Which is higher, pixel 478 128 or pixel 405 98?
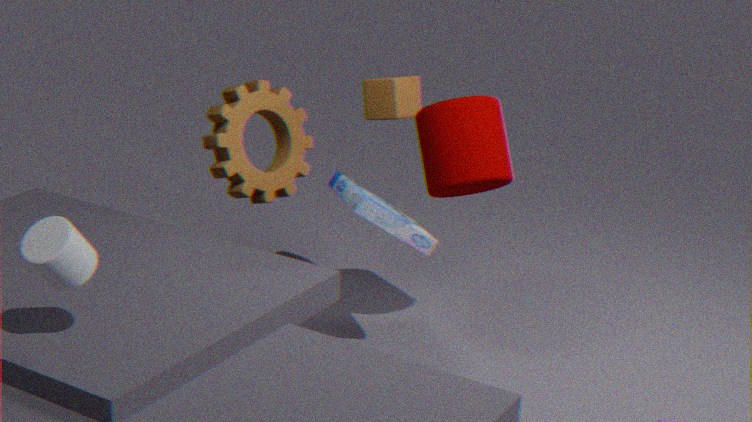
pixel 405 98
